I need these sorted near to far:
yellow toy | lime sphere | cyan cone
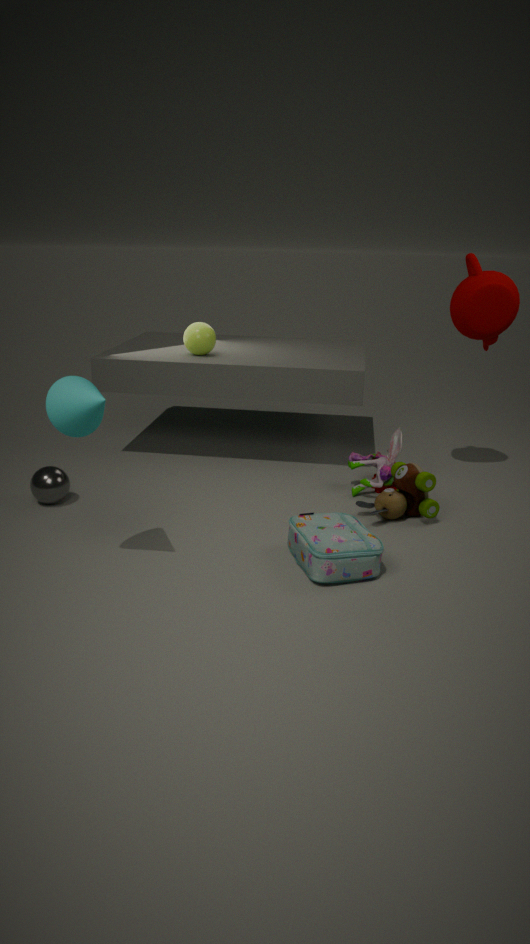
cyan cone → yellow toy → lime sphere
